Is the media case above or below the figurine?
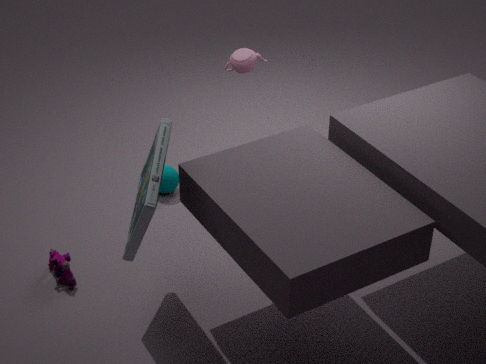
above
